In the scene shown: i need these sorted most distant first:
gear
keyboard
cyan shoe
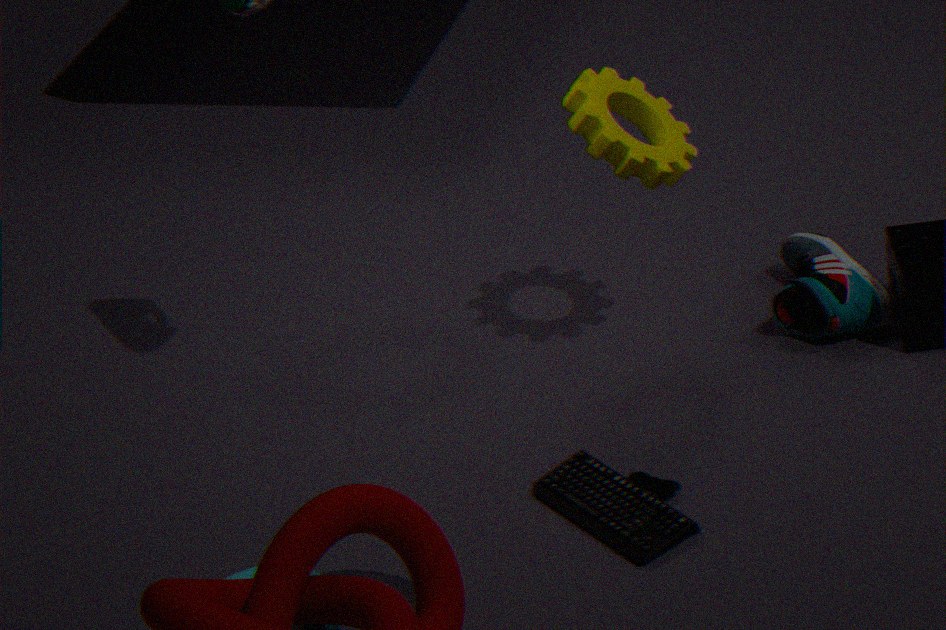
cyan shoe < gear < keyboard
